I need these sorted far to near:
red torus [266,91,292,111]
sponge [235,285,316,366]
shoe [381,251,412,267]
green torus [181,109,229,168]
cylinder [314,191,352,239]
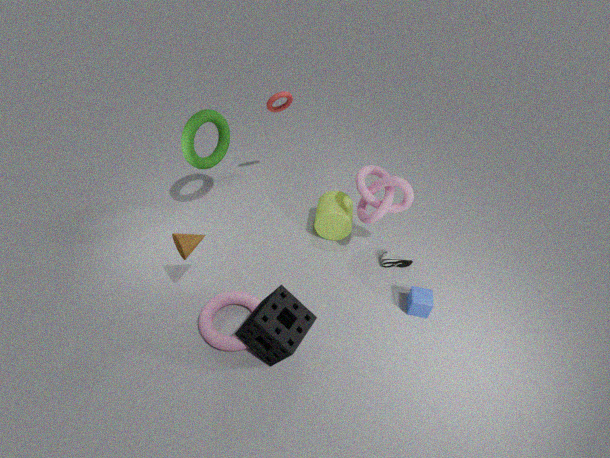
cylinder [314,191,352,239], shoe [381,251,412,267], red torus [266,91,292,111], green torus [181,109,229,168], sponge [235,285,316,366]
